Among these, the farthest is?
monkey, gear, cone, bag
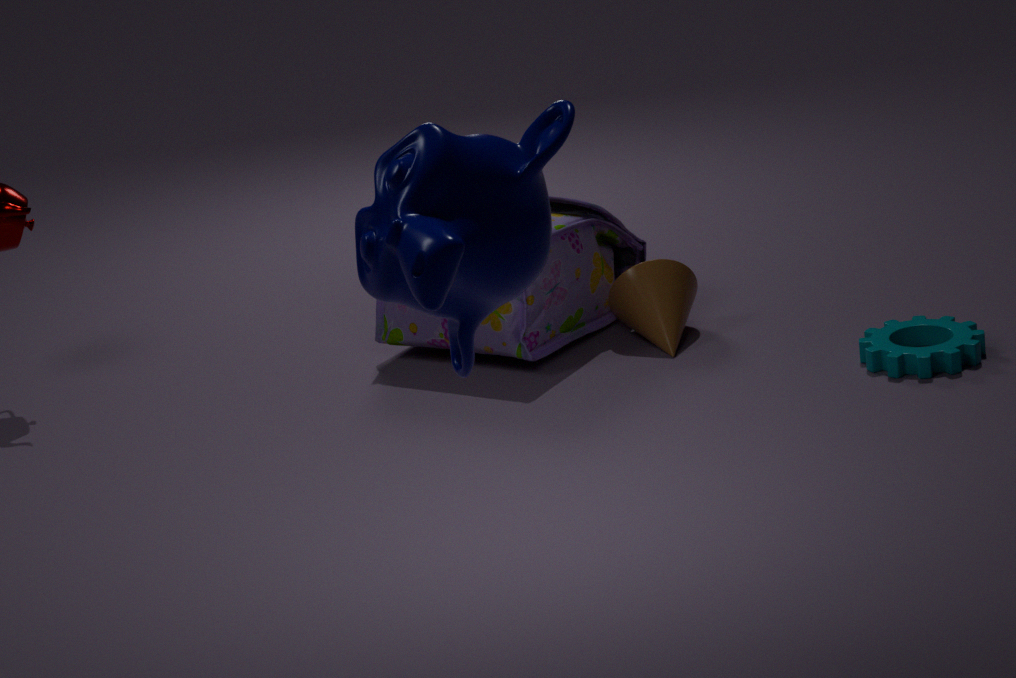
cone
